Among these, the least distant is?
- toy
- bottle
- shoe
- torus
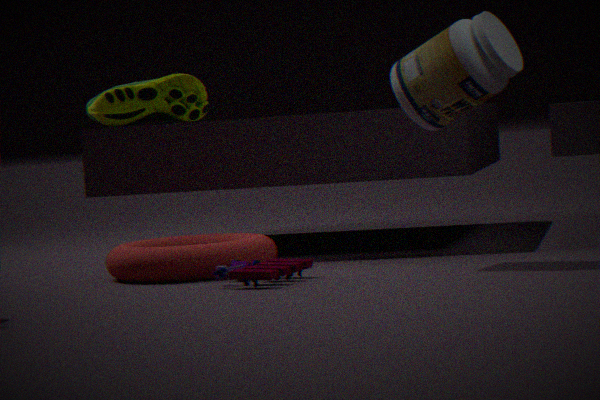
toy
